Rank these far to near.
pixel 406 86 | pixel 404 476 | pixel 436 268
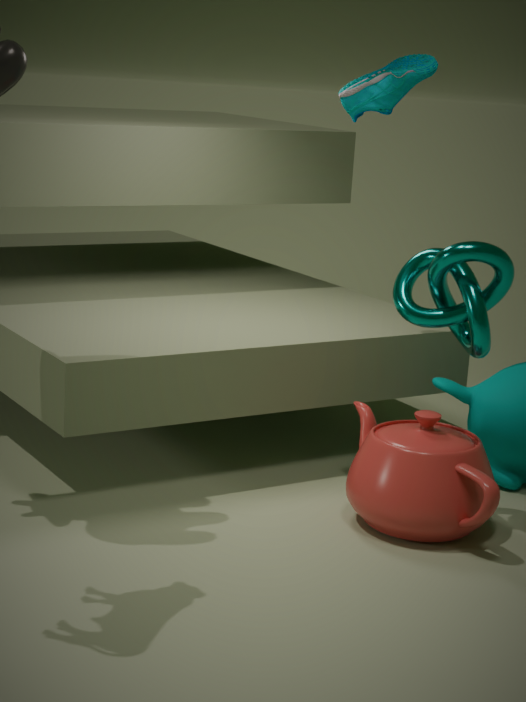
pixel 406 86 → pixel 404 476 → pixel 436 268
